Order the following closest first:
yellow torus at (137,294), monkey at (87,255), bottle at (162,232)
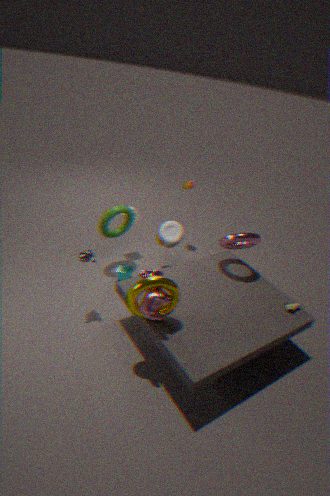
1. yellow torus at (137,294)
2. monkey at (87,255)
3. bottle at (162,232)
